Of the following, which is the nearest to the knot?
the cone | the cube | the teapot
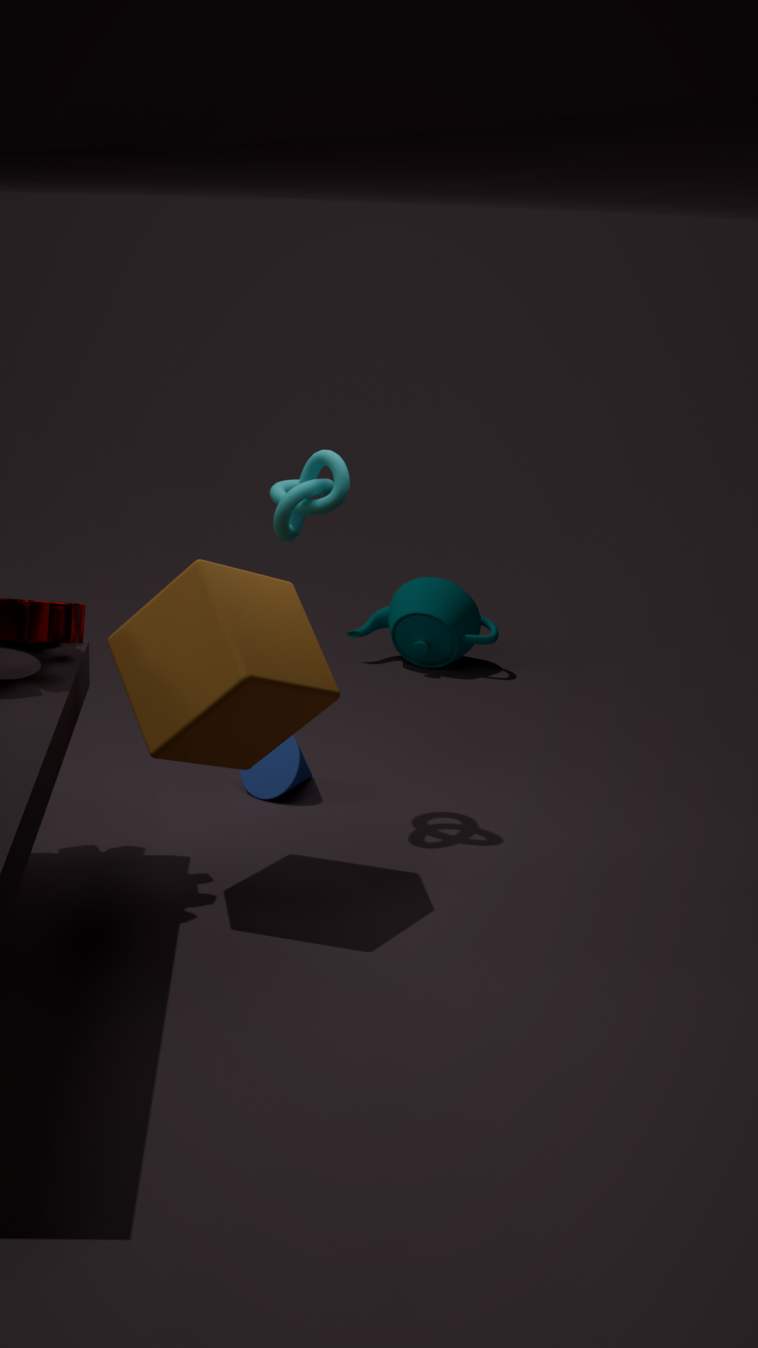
the cube
